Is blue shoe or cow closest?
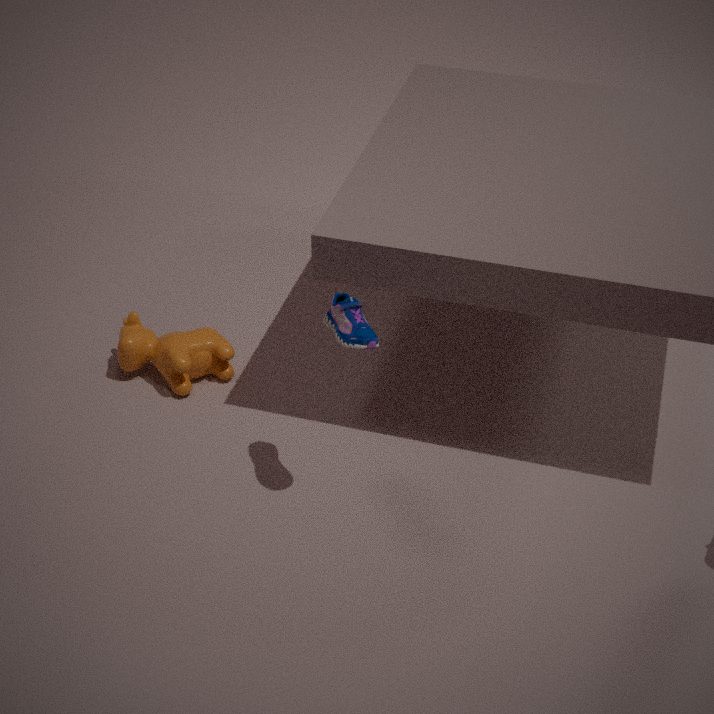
blue shoe
